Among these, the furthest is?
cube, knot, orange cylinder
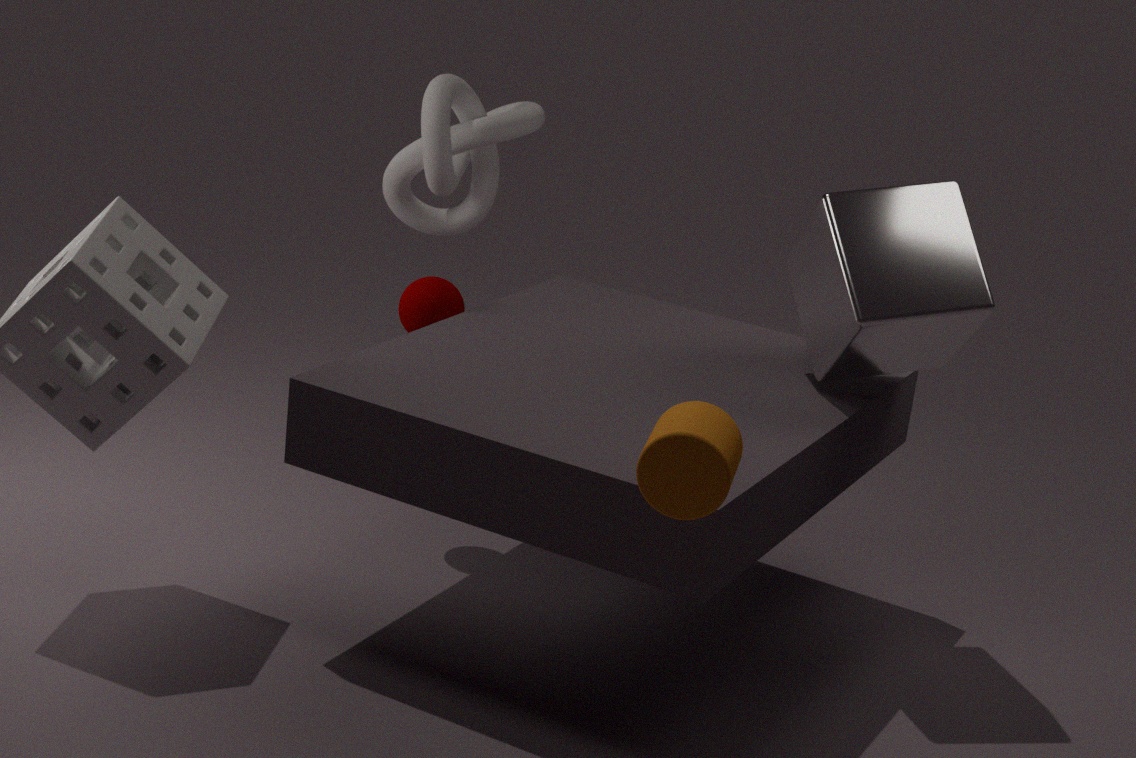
knot
